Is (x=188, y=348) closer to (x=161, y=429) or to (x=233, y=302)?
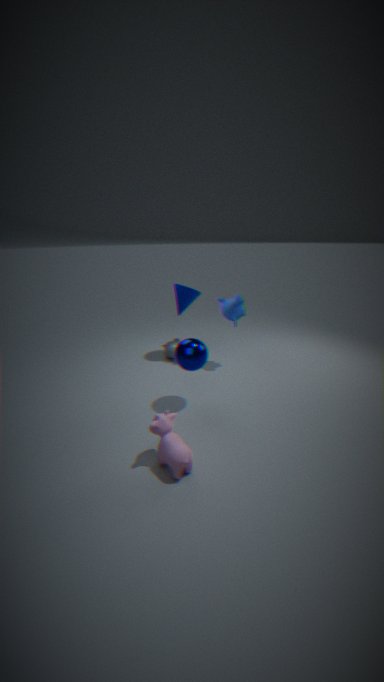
(x=161, y=429)
